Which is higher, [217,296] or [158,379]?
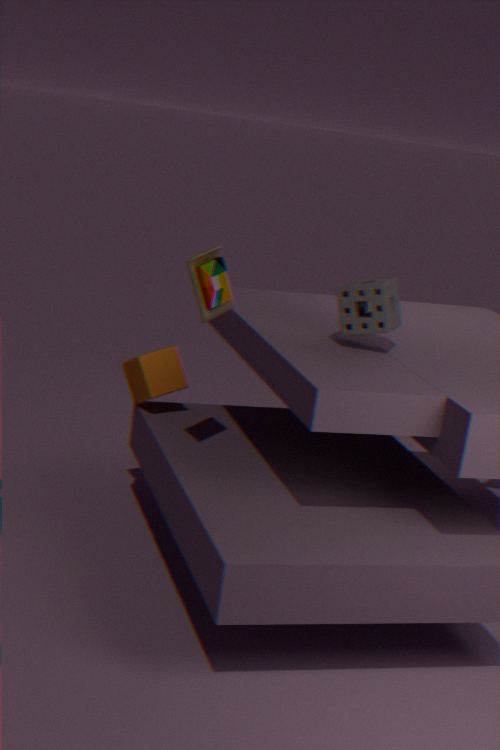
[217,296]
